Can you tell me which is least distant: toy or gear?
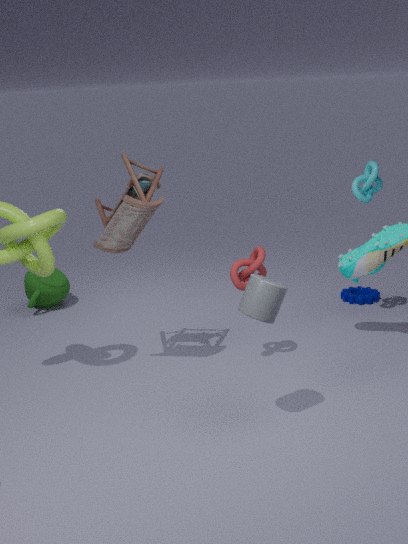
toy
